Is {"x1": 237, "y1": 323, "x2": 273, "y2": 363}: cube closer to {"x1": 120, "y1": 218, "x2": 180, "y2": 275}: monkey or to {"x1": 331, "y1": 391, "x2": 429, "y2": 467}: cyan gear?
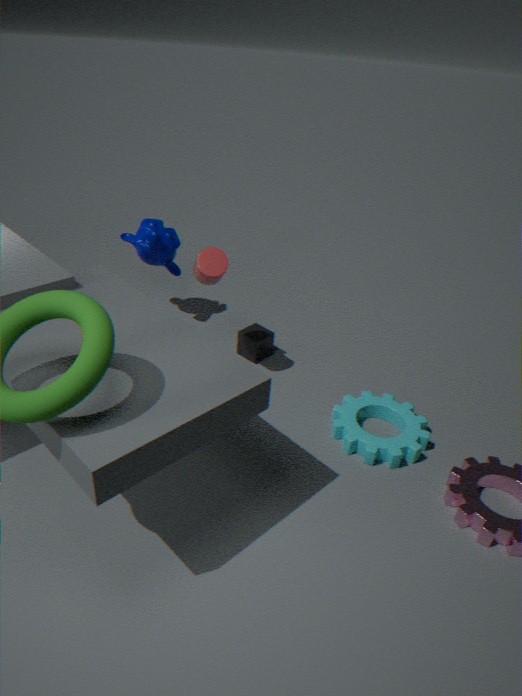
{"x1": 120, "y1": 218, "x2": 180, "y2": 275}: monkey
